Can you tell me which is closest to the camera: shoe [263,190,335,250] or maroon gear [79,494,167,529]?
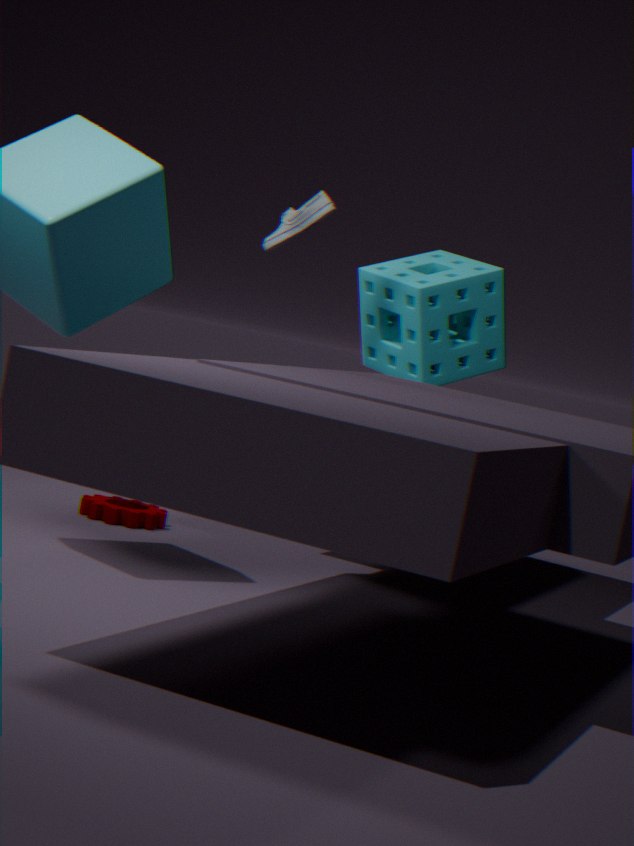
maroon gear [79,494,167,529]
